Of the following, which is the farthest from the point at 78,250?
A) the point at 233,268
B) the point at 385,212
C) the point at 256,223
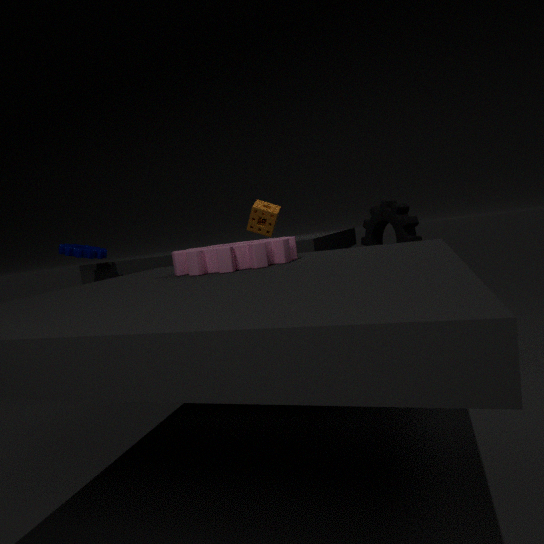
the point at 385,212
